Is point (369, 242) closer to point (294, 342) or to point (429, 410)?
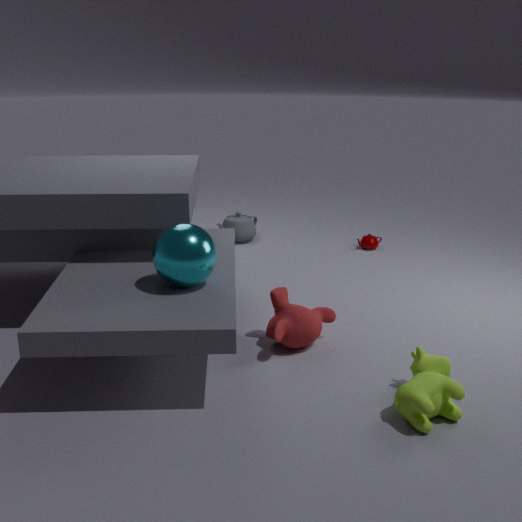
point (294, 342)
